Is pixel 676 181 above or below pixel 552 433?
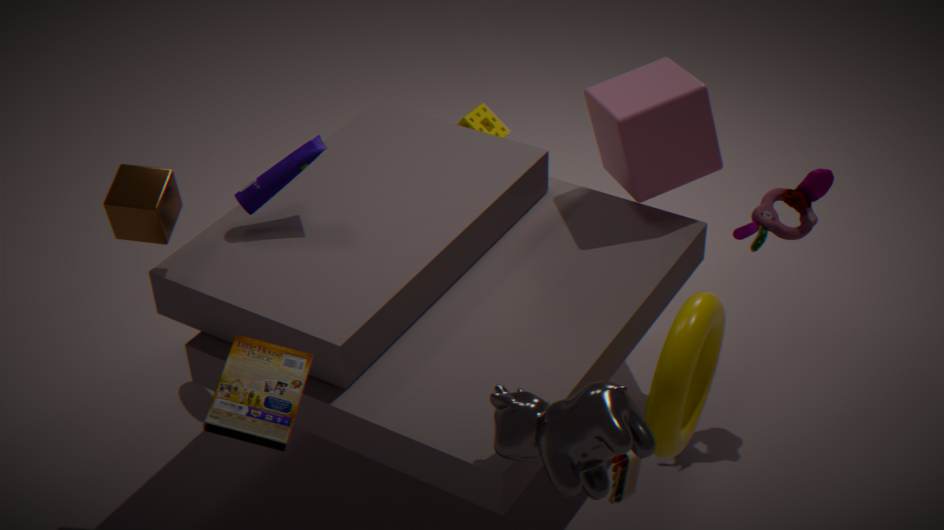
above
